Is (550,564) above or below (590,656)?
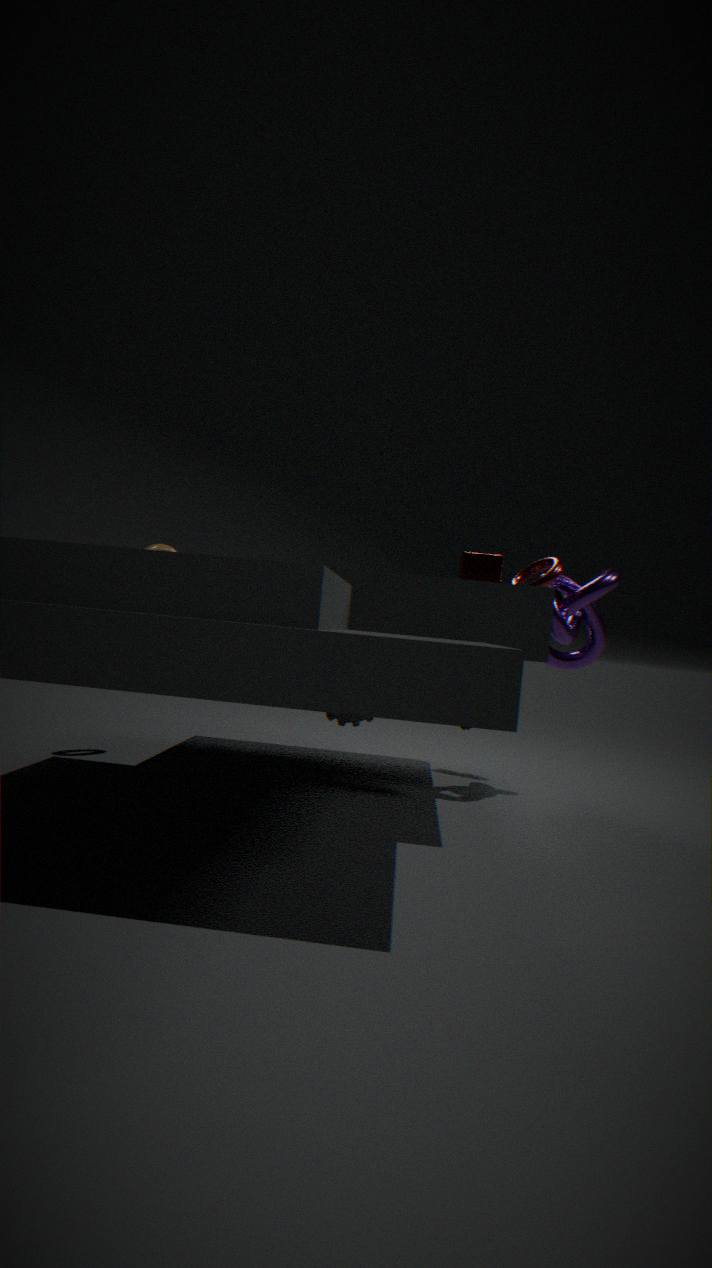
above
